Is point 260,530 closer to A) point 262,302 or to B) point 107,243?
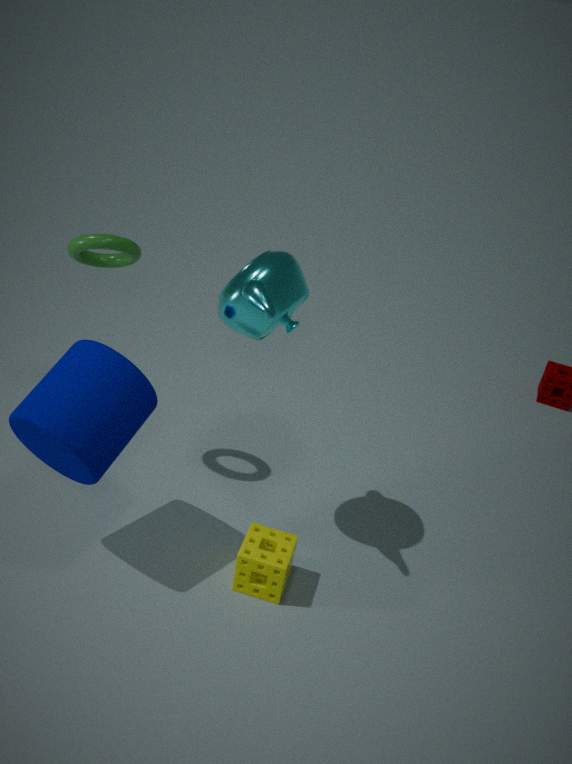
A) point 262,302
